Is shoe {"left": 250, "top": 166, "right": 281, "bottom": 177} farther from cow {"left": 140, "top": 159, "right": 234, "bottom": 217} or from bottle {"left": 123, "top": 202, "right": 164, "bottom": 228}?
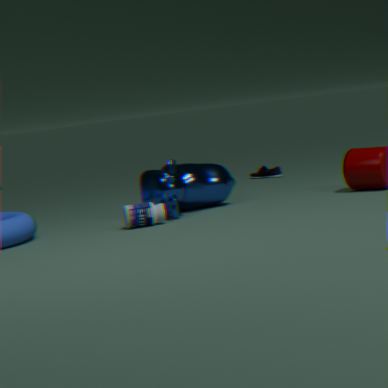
bottle {"left": 123, "top": 202, "right": 164, "bottom": 228}
